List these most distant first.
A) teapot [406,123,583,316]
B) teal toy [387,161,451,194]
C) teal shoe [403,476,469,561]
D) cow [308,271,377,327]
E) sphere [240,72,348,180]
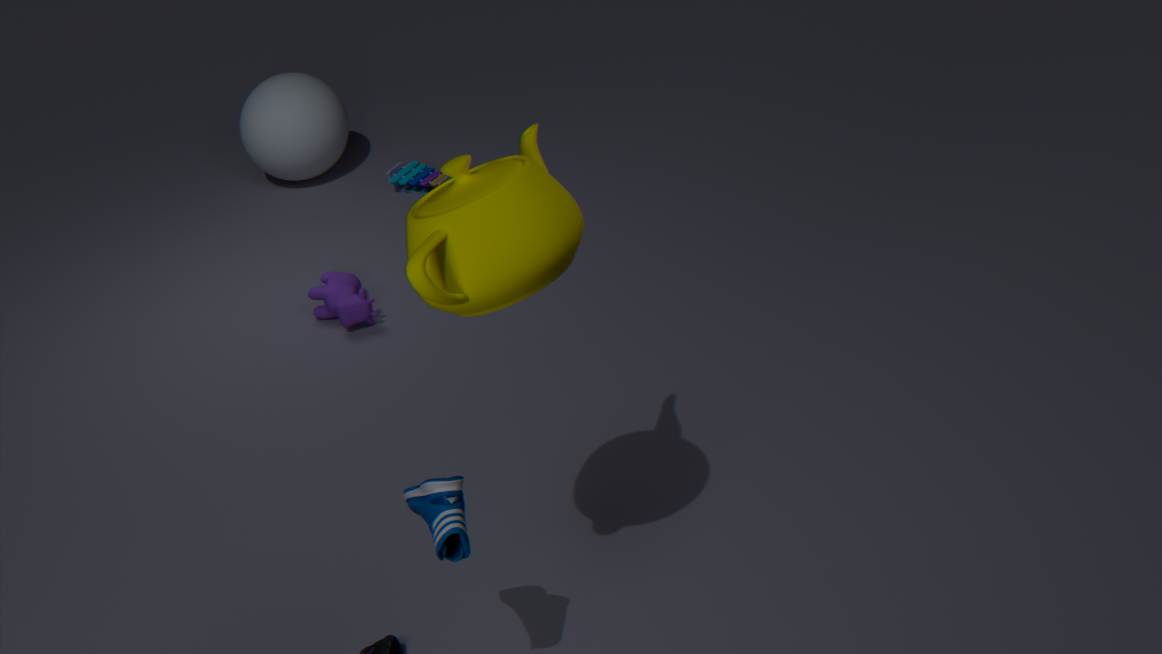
sphere [240,72,348,180] < teal toy [387,161,451,194] < cow [308,271,377,327] < teal shoe [403,476,469,561] < teapot [406,123,583,316]
